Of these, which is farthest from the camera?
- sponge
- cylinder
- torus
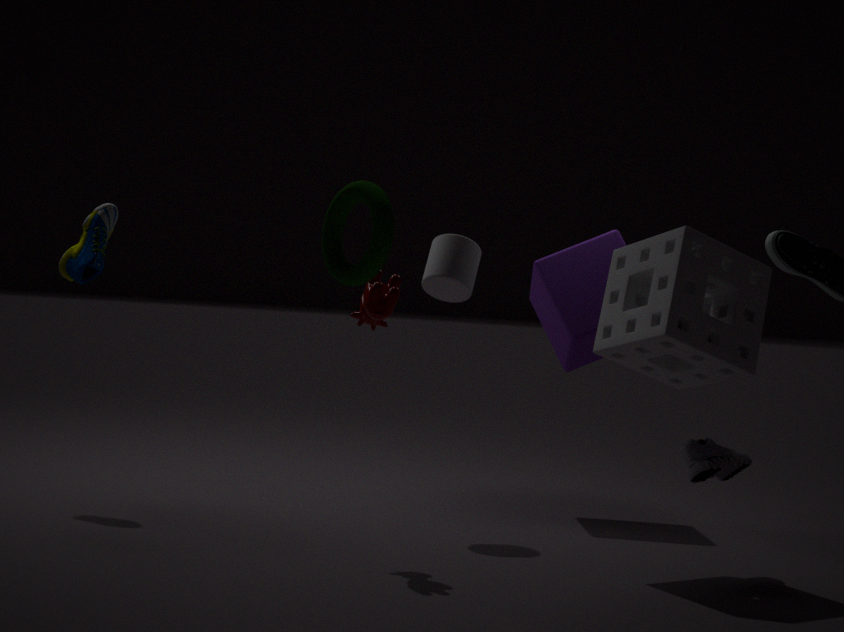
cylinder
